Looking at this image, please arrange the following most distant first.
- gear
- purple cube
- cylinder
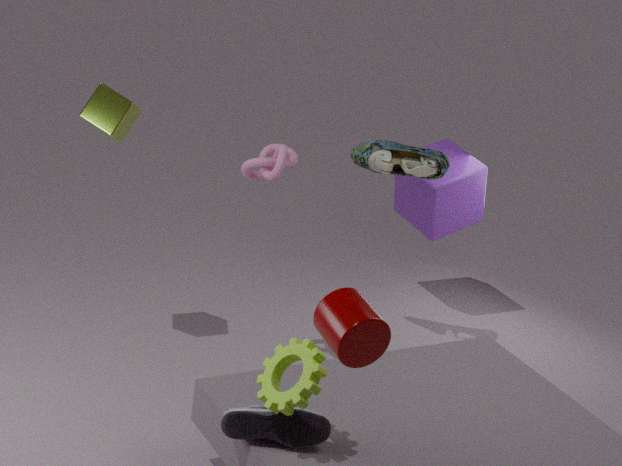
purple cube, gear, cylinder
